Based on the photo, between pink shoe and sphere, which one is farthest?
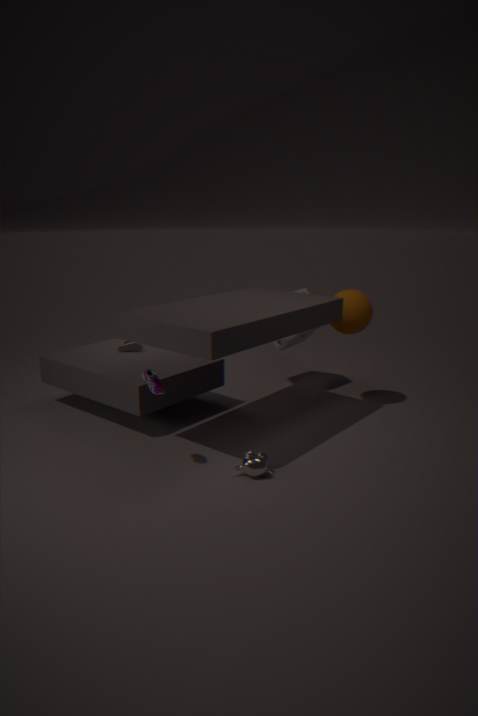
sphere
